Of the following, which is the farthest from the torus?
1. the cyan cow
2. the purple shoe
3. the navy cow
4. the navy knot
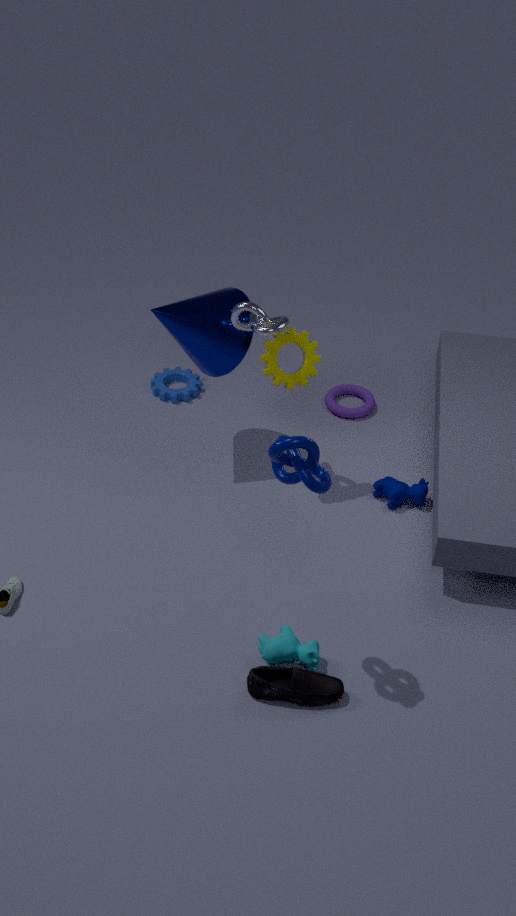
the purple shoe
